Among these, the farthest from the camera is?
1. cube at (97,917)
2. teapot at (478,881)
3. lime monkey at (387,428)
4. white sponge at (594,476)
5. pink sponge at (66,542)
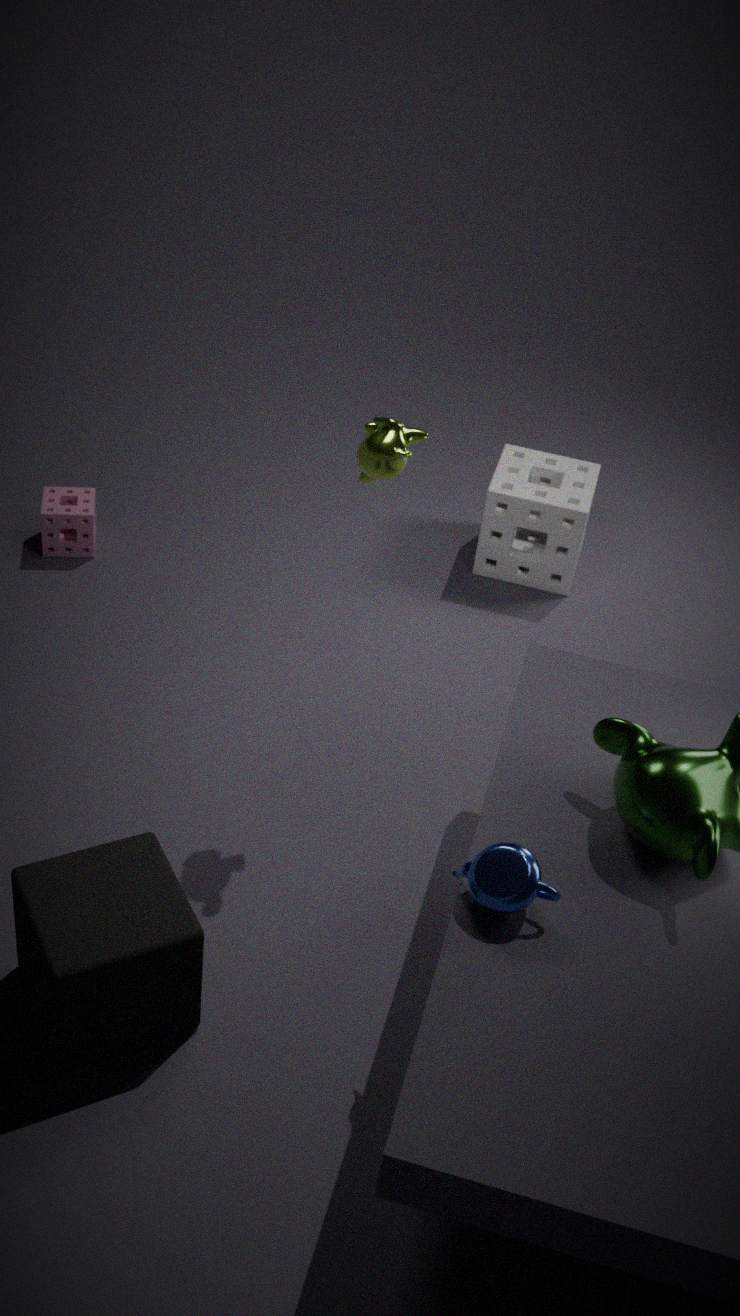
white sponge at (594,476)
